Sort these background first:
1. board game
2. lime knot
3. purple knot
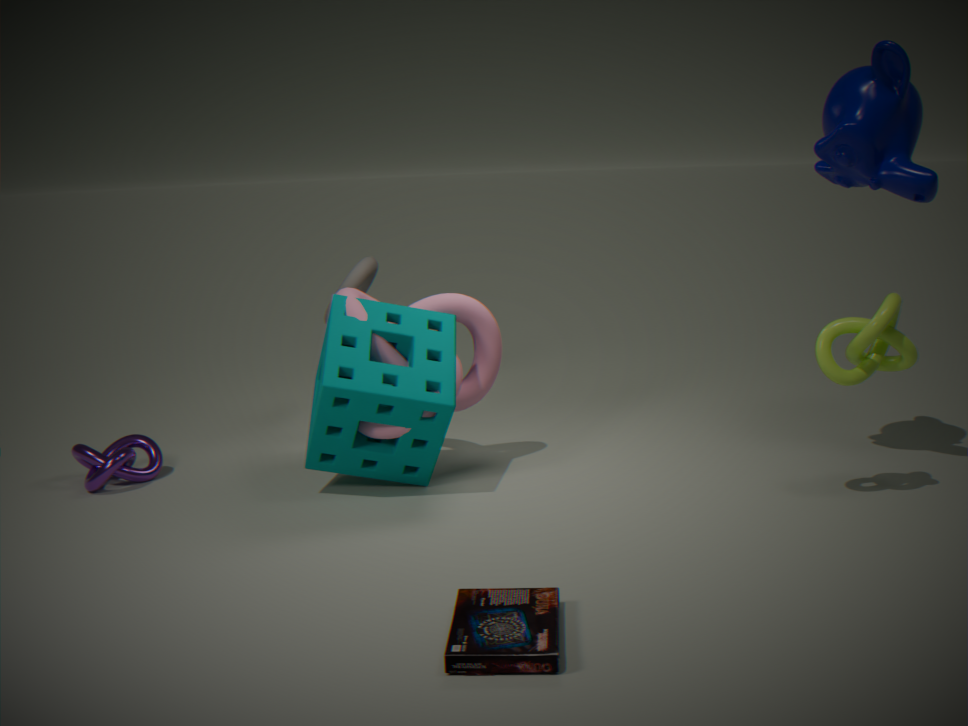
purple knot, lime knot, board game
